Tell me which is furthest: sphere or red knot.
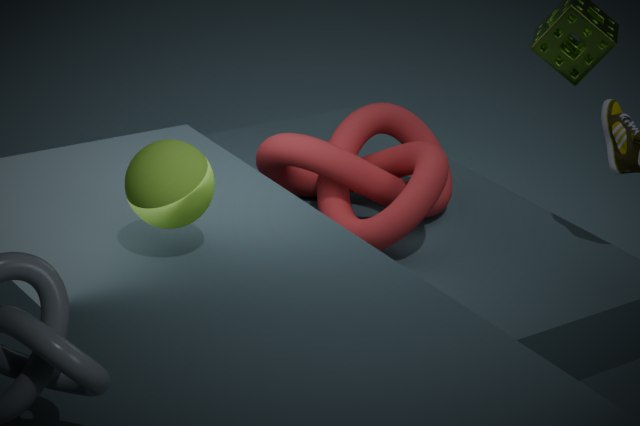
red knot
